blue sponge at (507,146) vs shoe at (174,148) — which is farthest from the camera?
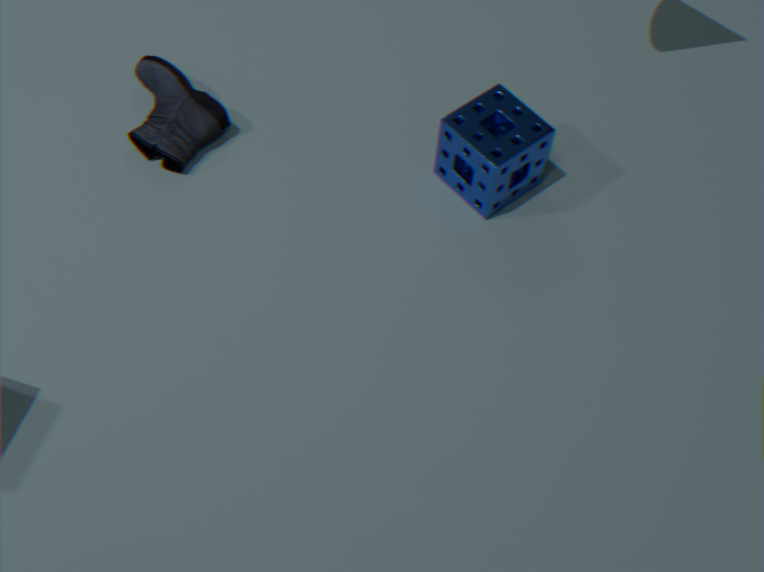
shoe at (174,148)
